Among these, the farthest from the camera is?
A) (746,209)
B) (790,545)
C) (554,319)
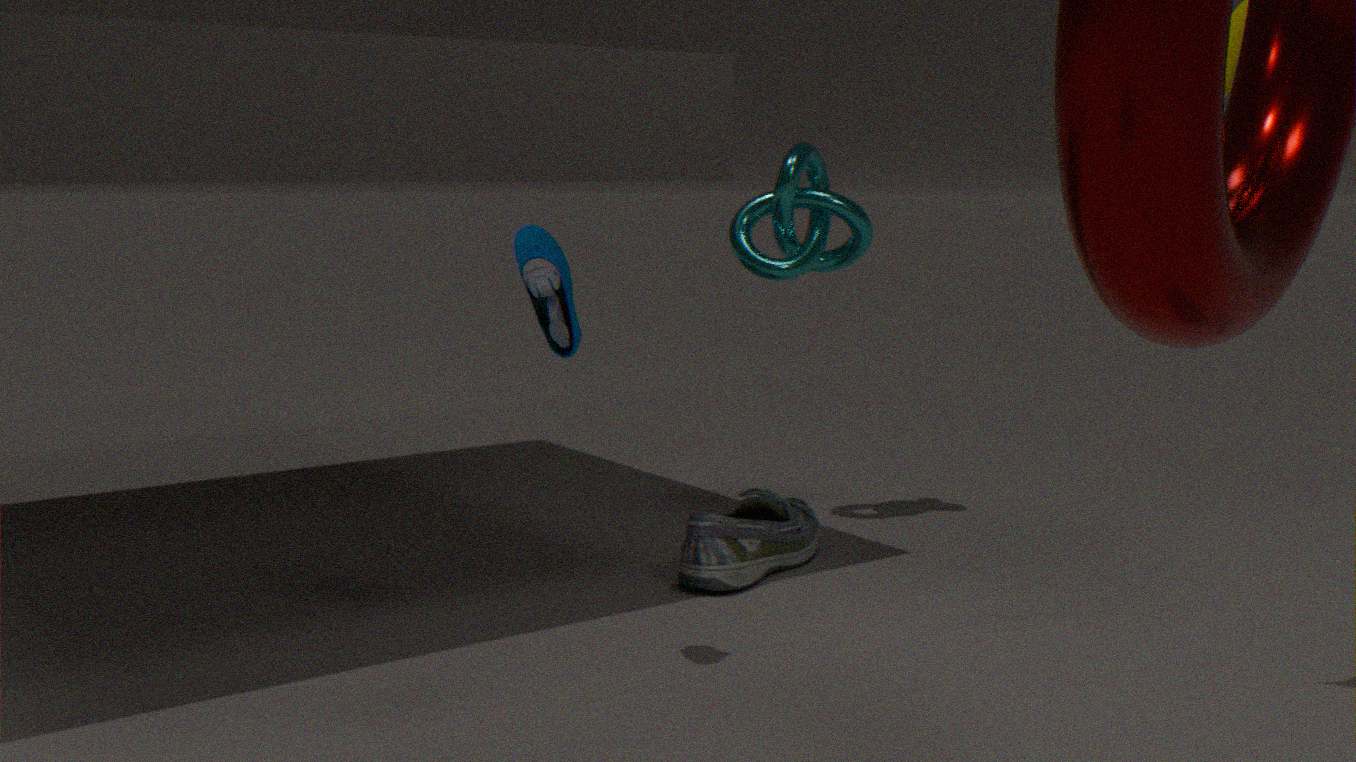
(746,209)
